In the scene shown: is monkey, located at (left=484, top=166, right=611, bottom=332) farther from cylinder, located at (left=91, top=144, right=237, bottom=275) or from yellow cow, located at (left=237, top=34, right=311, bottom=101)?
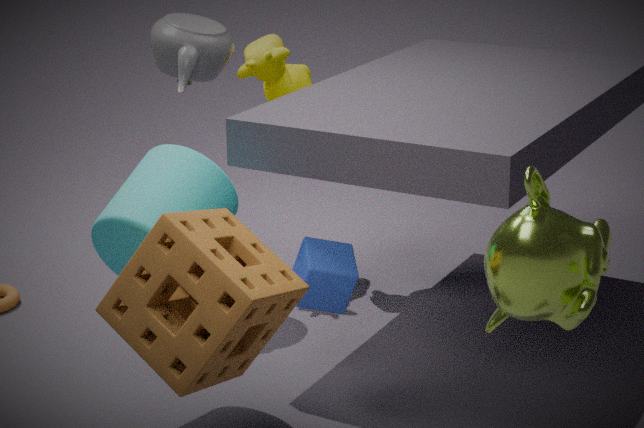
yellow cow, located at (left=237, top=34, right=311, bottom=101)
